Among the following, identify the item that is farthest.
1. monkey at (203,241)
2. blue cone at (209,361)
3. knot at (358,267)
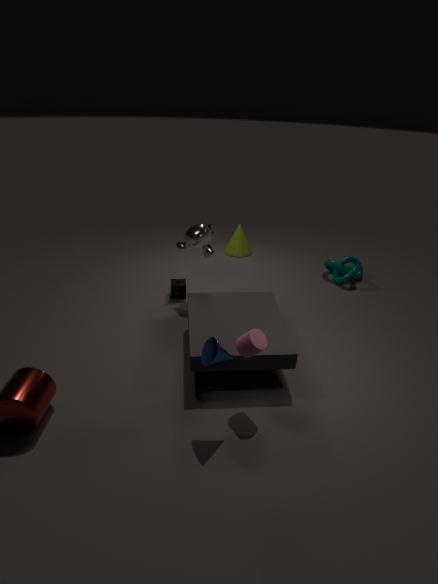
knot at (358,267)
